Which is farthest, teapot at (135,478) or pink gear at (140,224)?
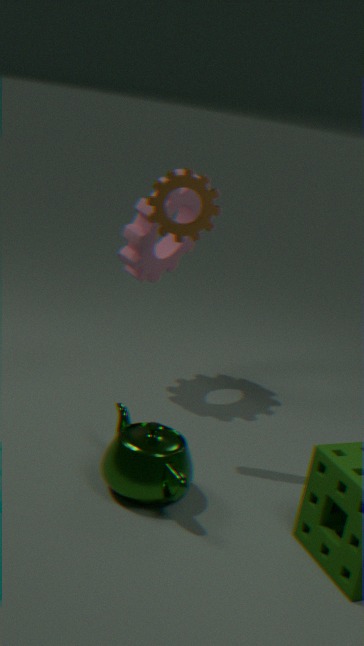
pink gear at (140,224)
